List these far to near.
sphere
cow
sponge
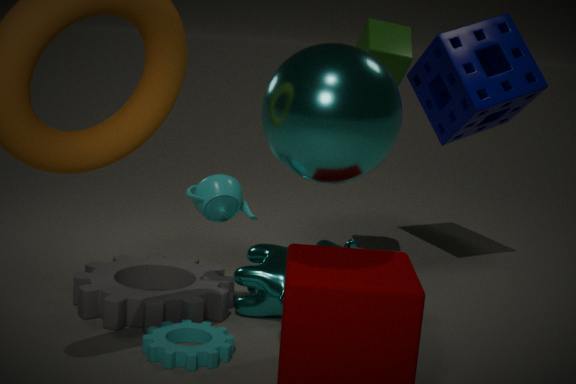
sponge < cow < sphere
